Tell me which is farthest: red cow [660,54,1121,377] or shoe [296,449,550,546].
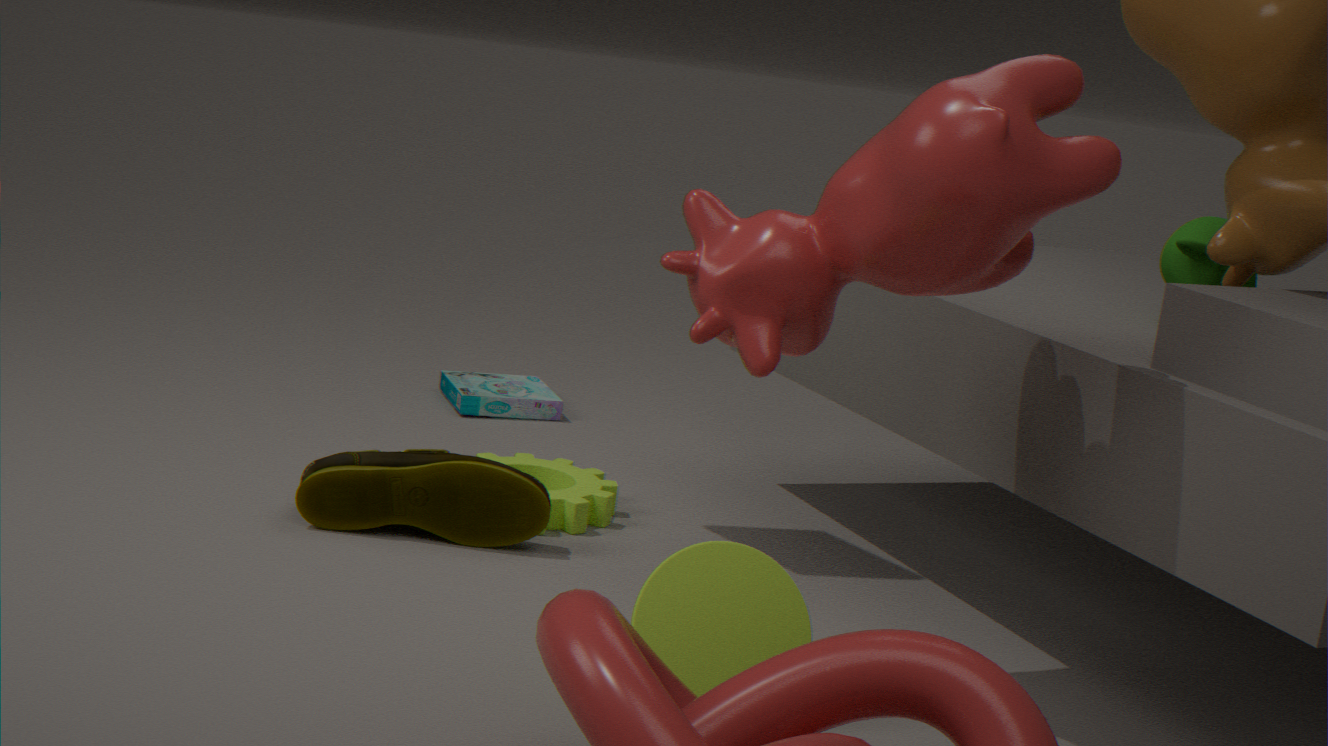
shoe [296,449,550,546]
